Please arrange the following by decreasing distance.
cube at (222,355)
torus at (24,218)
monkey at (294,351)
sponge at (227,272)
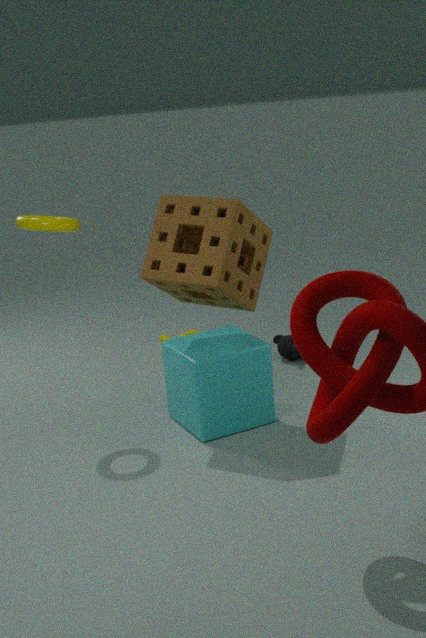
1. monkey at (294,351)
2. cube at (222,355)
3. torus at (24,218)
4. sponge at (227,272)
